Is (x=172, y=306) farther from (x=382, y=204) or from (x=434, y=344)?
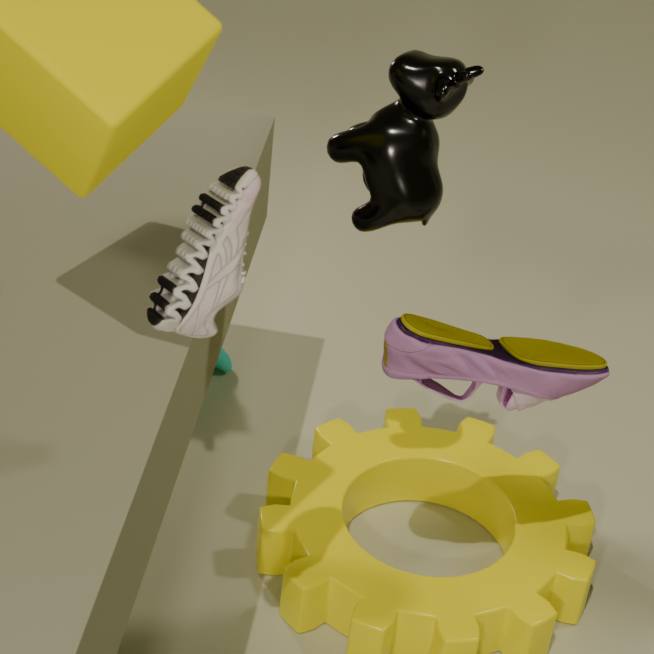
(x=434, y=344)
